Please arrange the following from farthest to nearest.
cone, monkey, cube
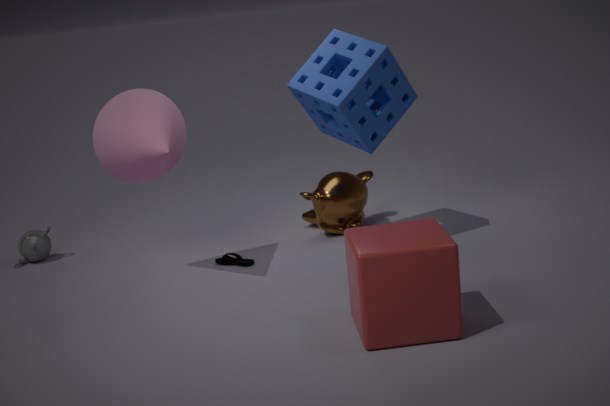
monkey → cone → cube
